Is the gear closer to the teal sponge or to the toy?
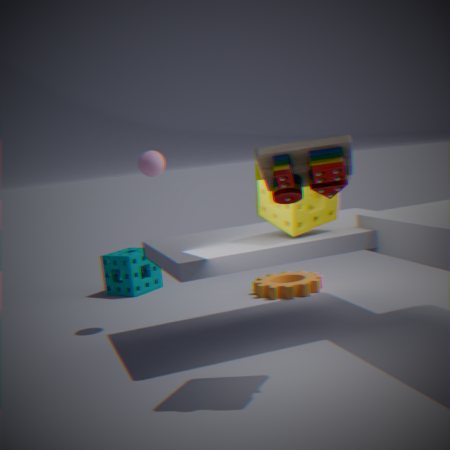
the teal sponge
